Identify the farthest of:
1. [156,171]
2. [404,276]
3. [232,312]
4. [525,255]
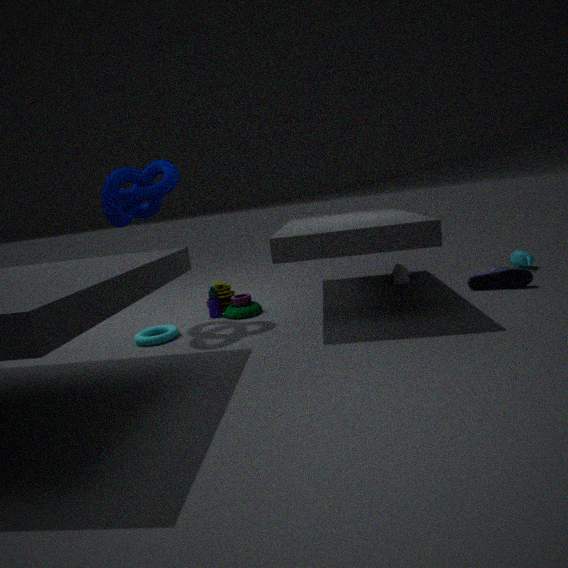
[525,255]
